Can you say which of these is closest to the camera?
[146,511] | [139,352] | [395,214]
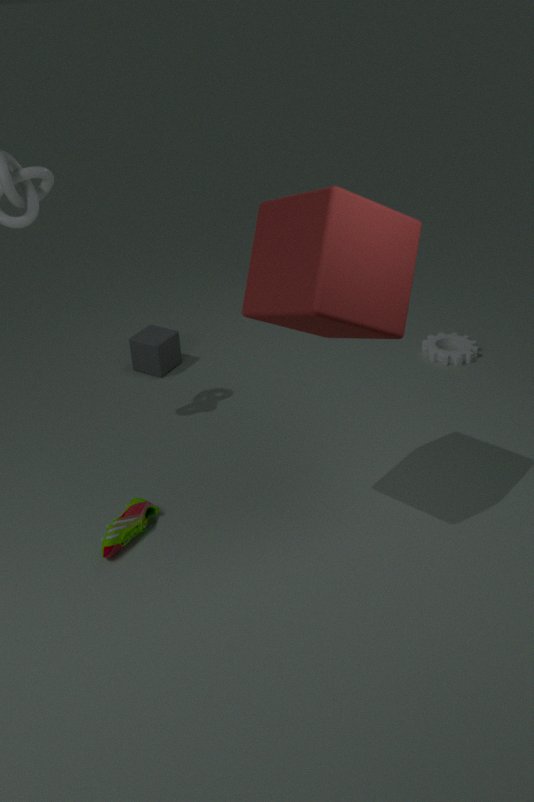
[395,214]
